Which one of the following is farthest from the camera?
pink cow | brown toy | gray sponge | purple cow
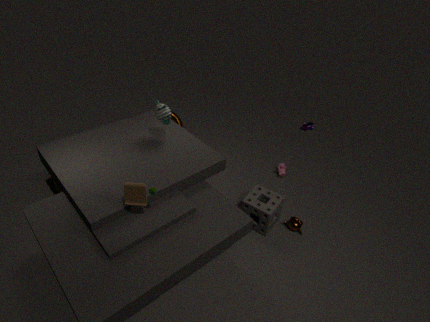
purple cow
